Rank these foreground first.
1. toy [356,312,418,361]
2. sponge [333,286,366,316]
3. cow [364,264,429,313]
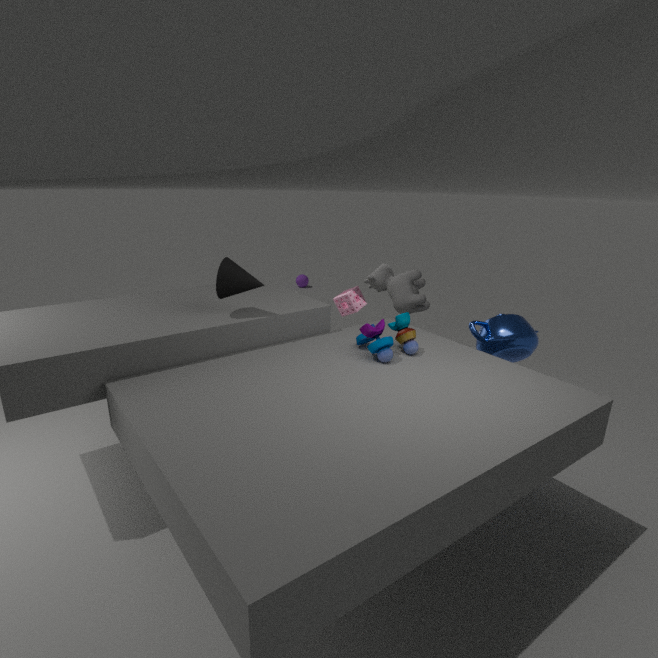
toy [356,312,418,361]
cow [364,264,429,313]
sponge [333,286,366,316]
